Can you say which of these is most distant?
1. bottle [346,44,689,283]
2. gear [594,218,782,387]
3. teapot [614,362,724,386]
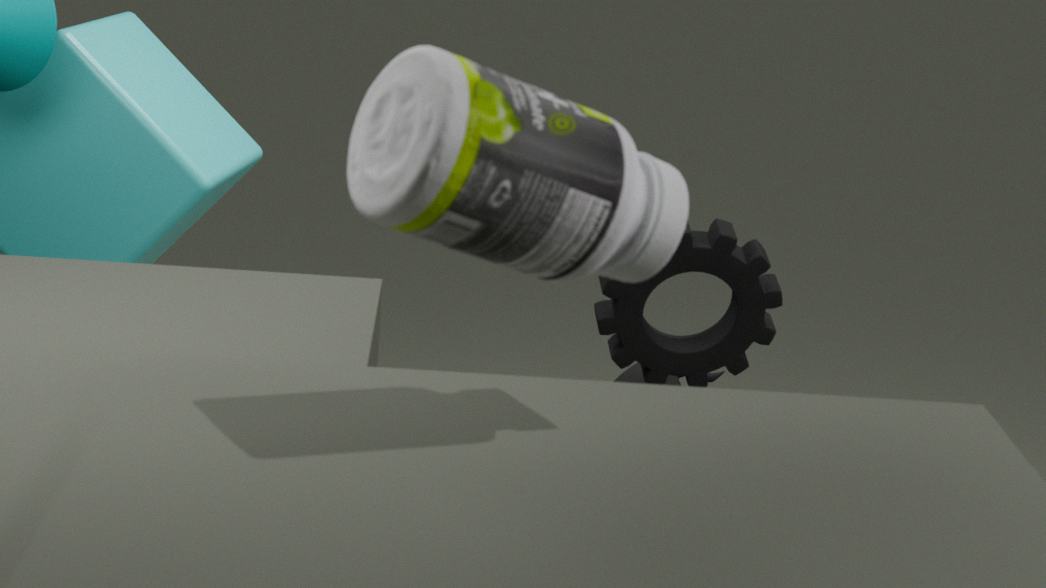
teapot [614,362,724,386]
